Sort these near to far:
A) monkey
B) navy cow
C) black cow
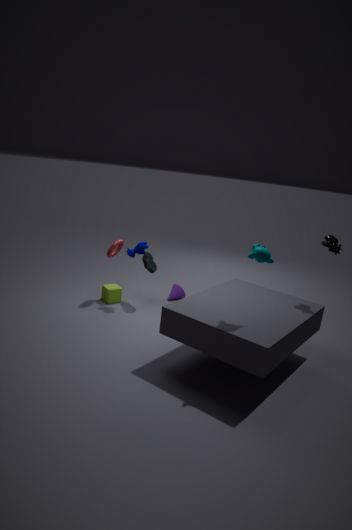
monkey < black cow < navy cow
